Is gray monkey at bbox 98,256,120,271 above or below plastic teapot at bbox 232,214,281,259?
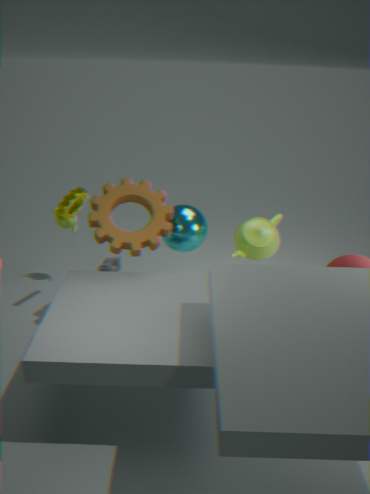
below
